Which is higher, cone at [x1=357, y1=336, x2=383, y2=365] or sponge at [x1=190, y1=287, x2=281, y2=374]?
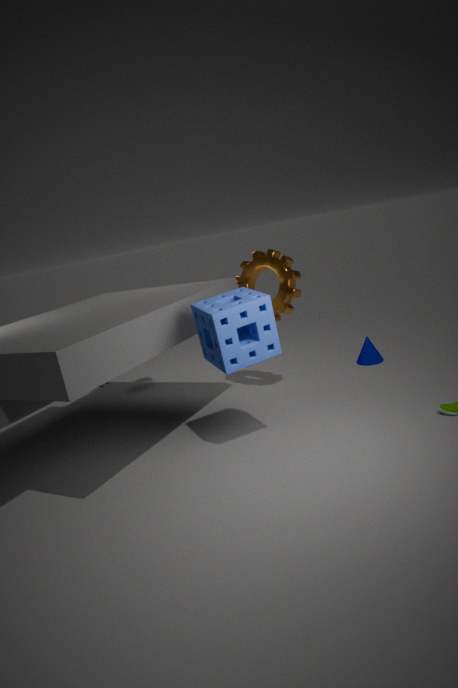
sponge at [x1=190, y1=287, x2=281, y2=374]
